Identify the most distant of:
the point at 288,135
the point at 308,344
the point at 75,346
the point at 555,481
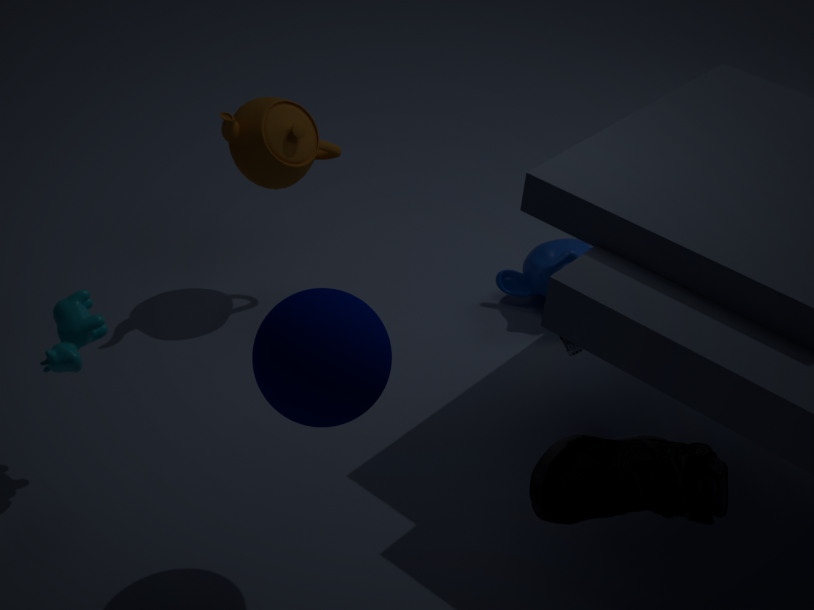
the point at 288,135
